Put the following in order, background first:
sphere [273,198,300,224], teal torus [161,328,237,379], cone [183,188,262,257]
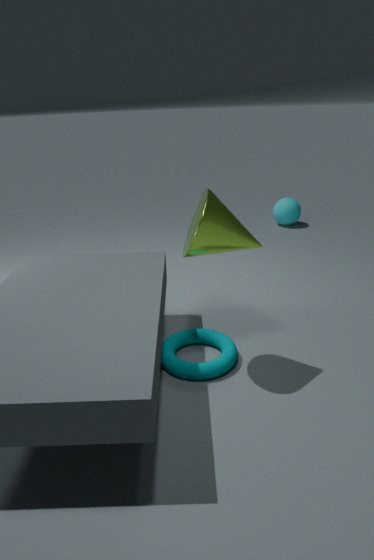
sphere [273,198,300,224] → teal torus [161,328,237,379] → cone [183,188,262,257]
